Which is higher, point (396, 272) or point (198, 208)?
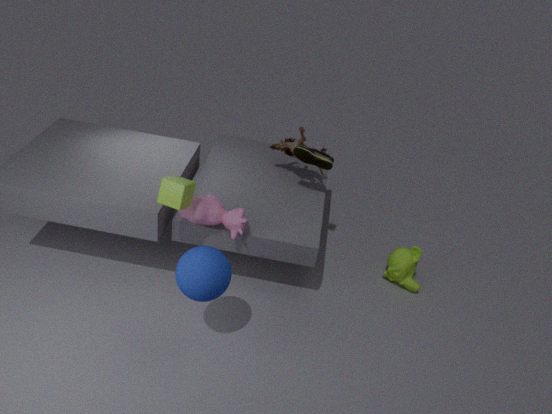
point (198, 208)
